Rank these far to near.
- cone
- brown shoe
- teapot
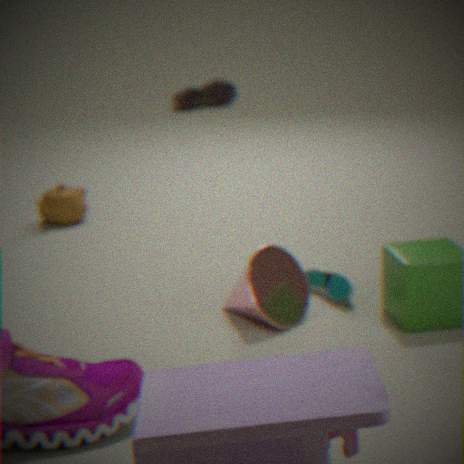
brown shoe
teapot
cone
